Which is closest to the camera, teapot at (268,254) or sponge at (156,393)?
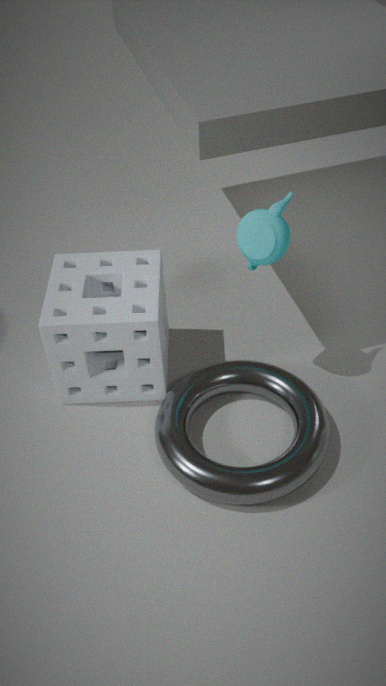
teapot at (268,254)
